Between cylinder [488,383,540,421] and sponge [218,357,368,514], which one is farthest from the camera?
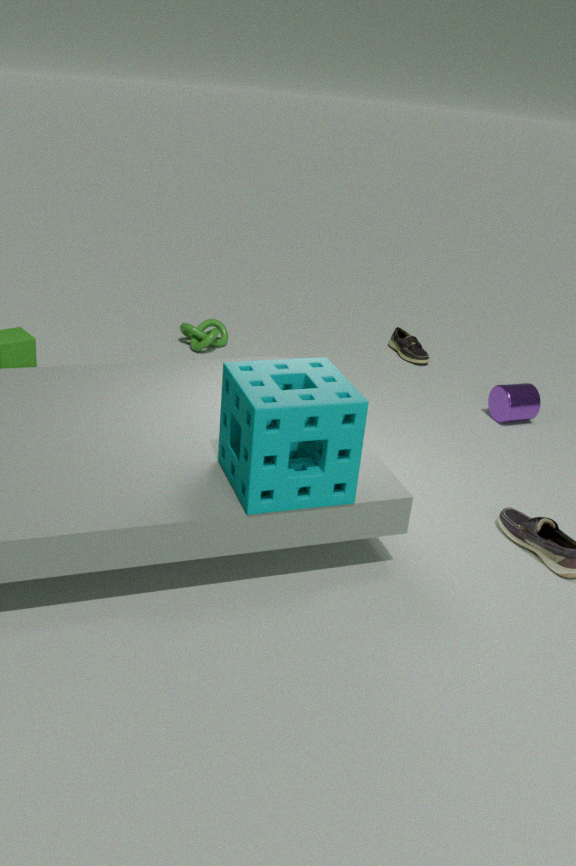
cylinder [488,383,540,421]
